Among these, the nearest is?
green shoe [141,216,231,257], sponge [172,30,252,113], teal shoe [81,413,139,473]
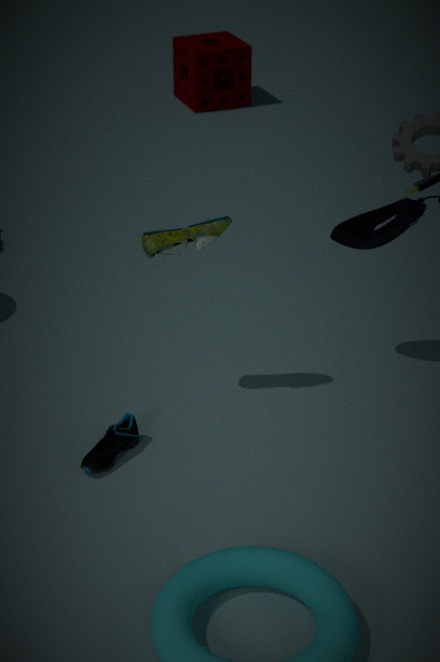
teal shoe [81,413,139,473]
